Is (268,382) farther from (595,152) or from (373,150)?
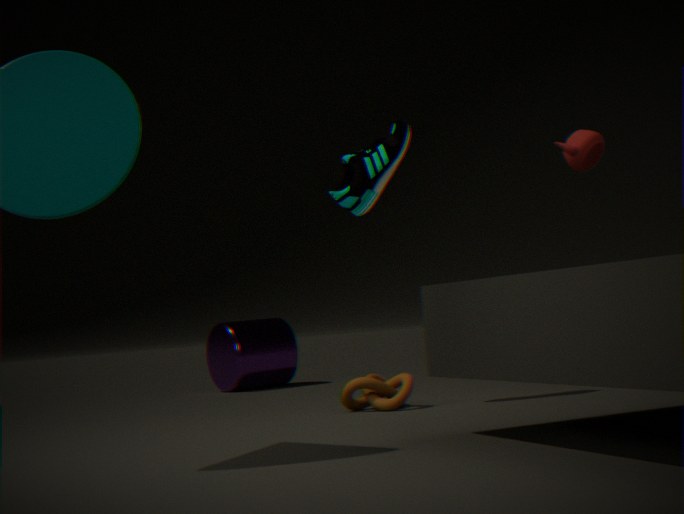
(595,152)
